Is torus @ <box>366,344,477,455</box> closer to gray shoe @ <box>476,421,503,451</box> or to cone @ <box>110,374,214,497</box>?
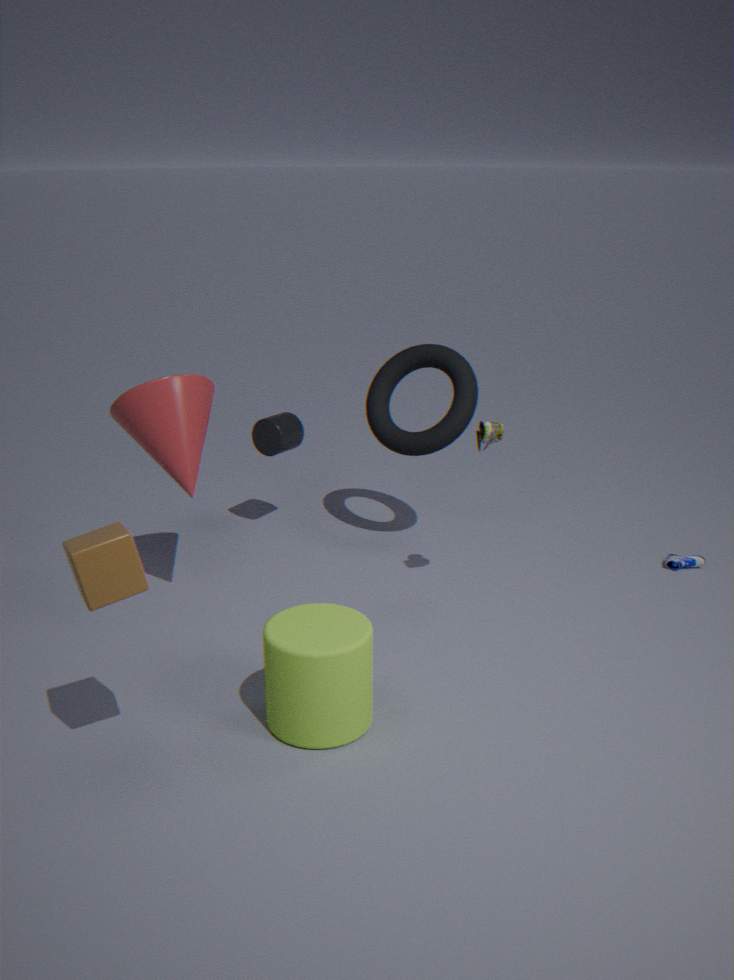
gray shoe @ <box>476,421,503,451</box>
